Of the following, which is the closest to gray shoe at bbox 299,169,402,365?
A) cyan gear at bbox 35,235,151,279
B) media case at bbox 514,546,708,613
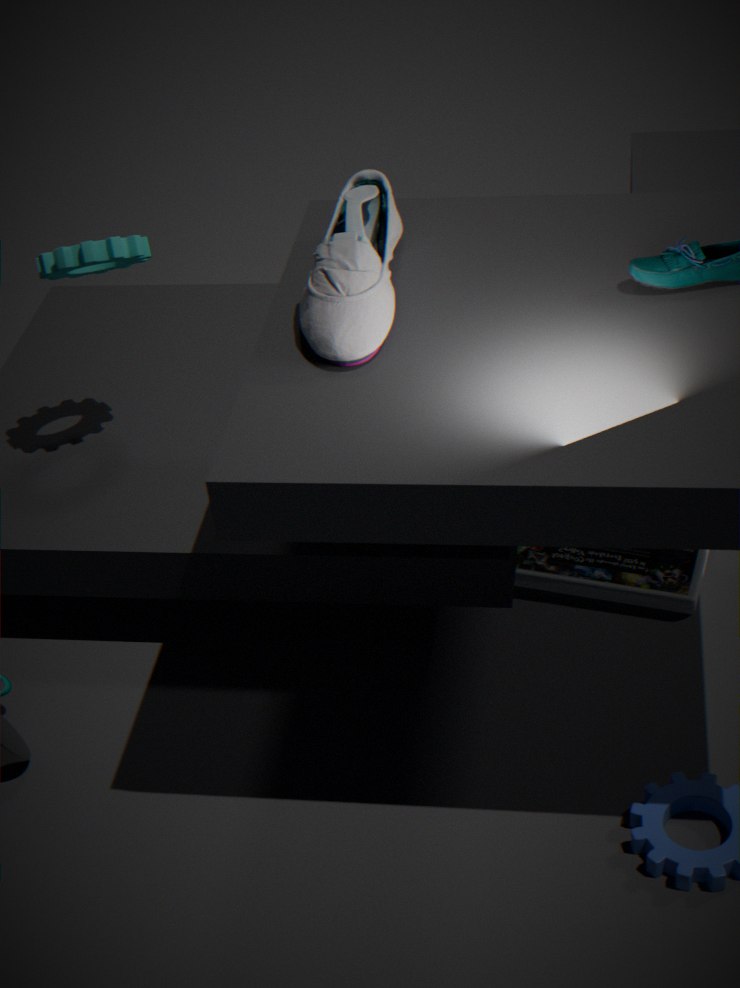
cyan gear at bbox 35,235,151,279
